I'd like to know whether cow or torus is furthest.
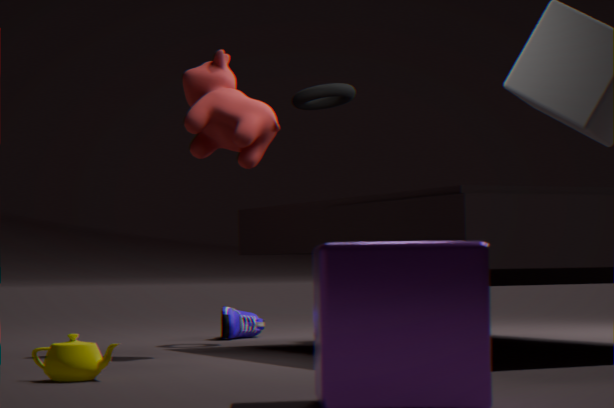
torus
